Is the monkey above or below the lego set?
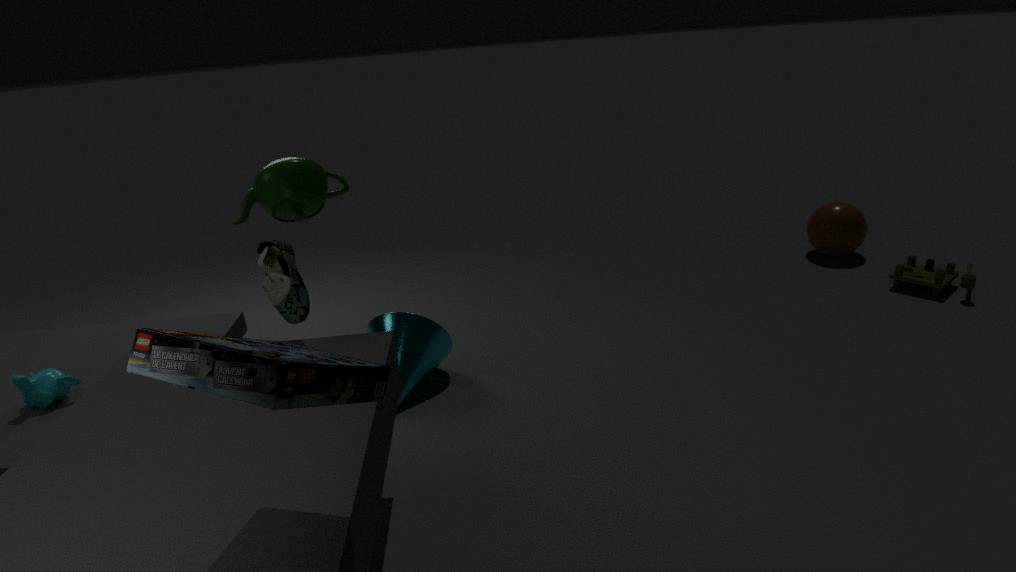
below
